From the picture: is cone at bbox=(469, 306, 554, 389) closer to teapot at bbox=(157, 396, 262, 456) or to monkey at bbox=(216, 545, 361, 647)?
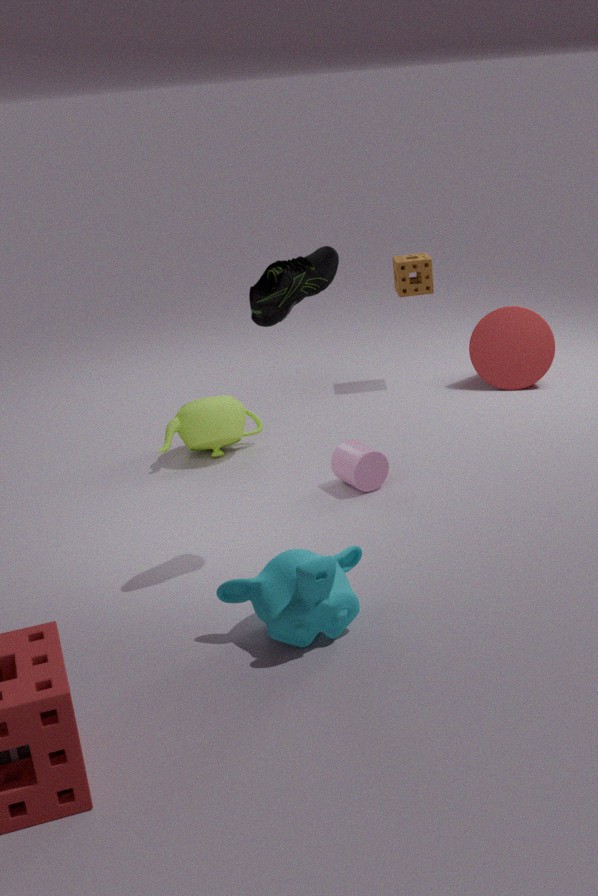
teapot at bbox=(157, 396, 262, 456)
